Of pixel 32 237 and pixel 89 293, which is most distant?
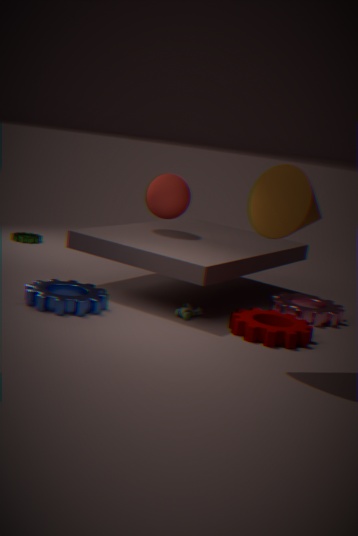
pixel 32 237
